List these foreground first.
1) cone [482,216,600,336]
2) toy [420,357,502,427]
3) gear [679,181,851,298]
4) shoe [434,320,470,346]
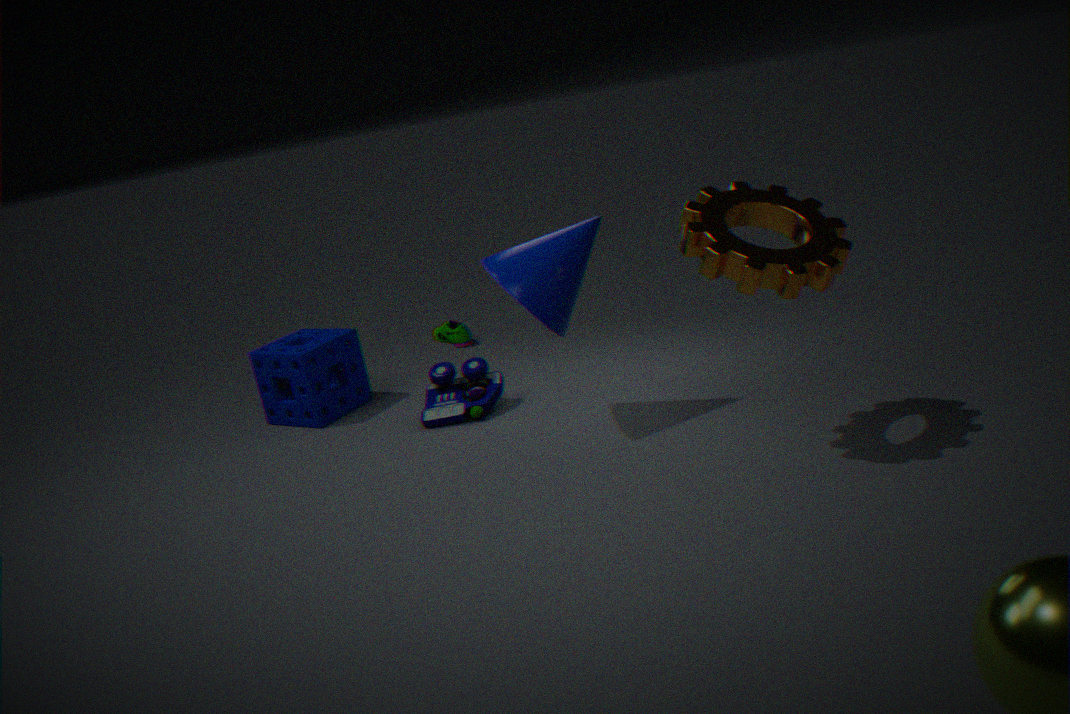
3. gear [679,181,851,298]
1. cone [482,216,600,336]
2. toy [420,357,502,427]
4. shoe [434,320,470,346]
